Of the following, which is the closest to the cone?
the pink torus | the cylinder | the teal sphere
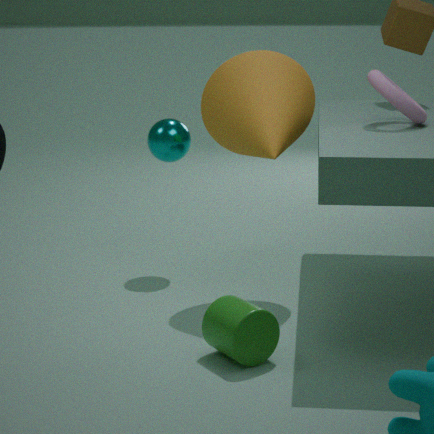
the pink torus
